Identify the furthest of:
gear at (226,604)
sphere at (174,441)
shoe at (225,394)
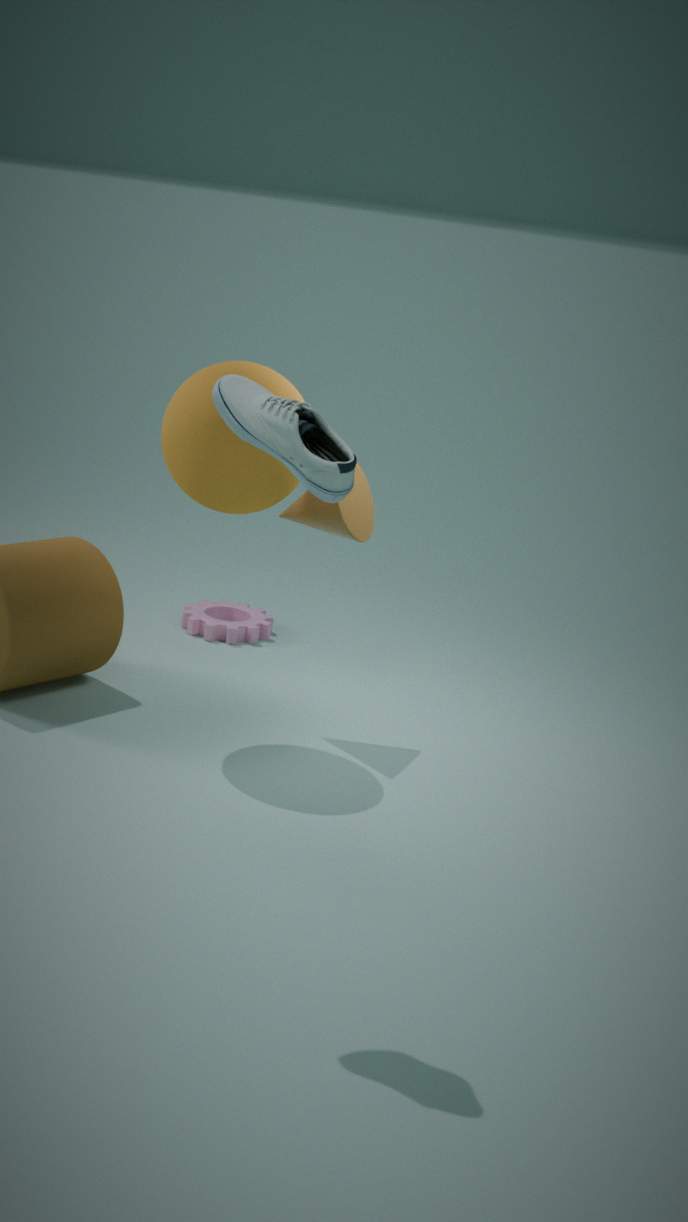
gear at (226,604)
